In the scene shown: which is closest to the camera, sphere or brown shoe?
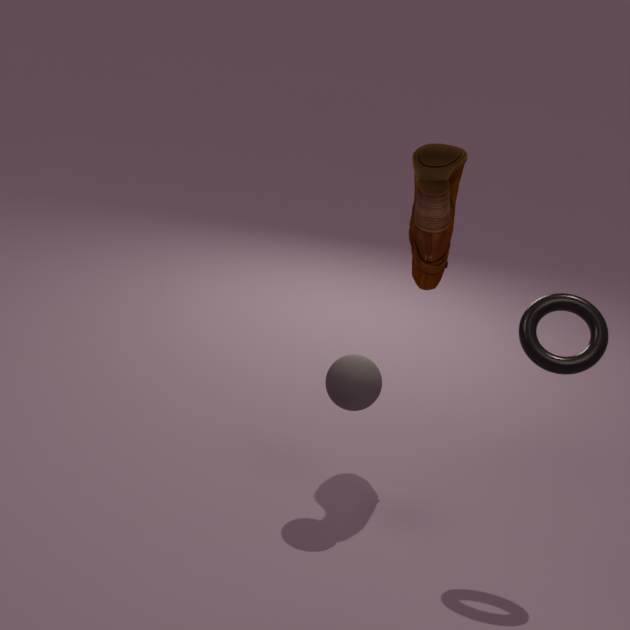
sphere
